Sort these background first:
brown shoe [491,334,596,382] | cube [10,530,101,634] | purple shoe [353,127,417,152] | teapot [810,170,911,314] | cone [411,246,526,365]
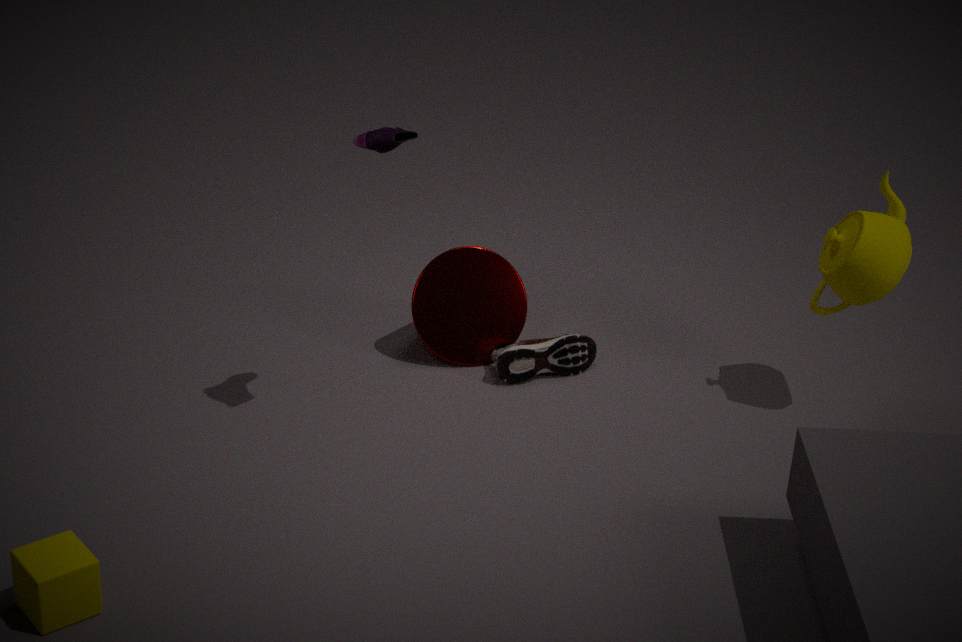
cone [411,246,526,365] → brown shoe [491,334,596,382] → teapot [810,170,911,314] → purple shoe [353,127,417,152] → cube [10,530,101,634]
